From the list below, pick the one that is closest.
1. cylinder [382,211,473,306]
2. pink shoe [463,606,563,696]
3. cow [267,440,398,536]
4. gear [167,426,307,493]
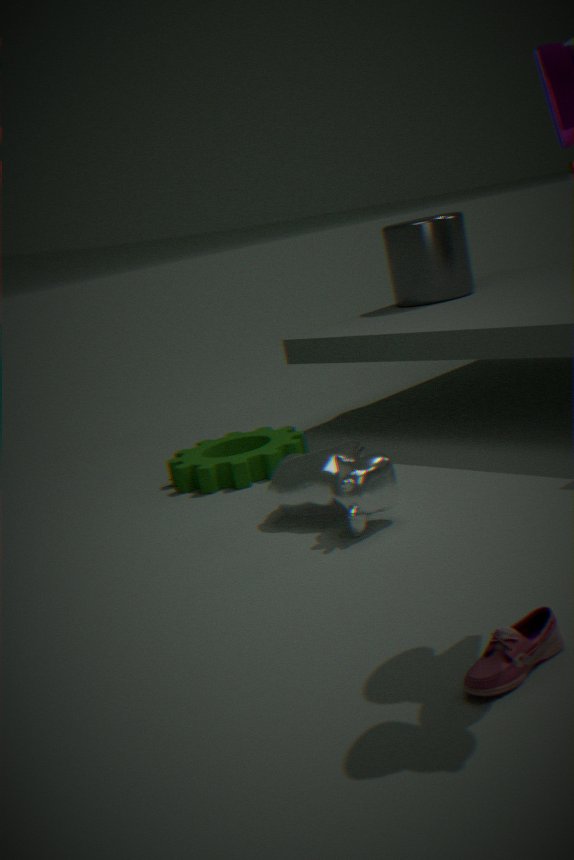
pink shoe [463,606,563,696]
